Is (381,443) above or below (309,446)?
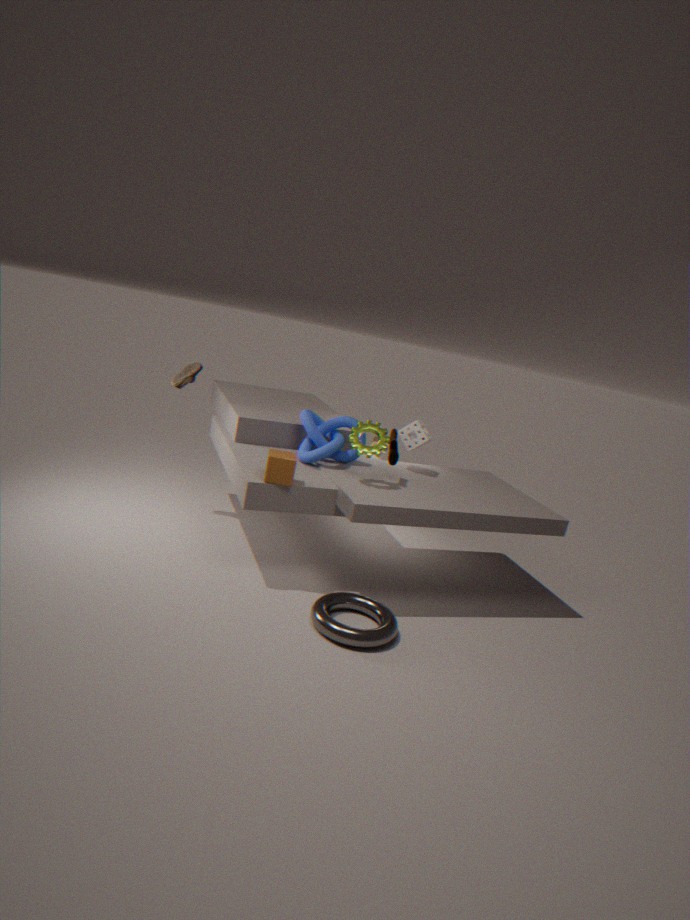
above
